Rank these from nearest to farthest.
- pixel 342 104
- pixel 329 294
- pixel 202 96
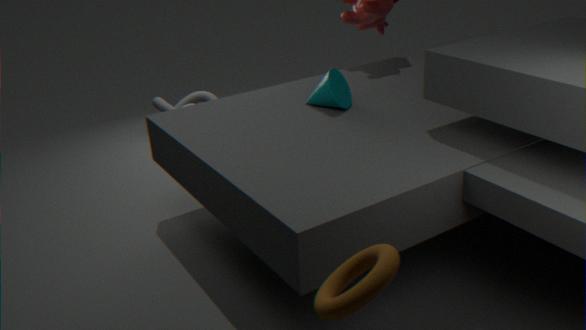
pixel 329 294 → pixel 342 104 → pixel 202 96
